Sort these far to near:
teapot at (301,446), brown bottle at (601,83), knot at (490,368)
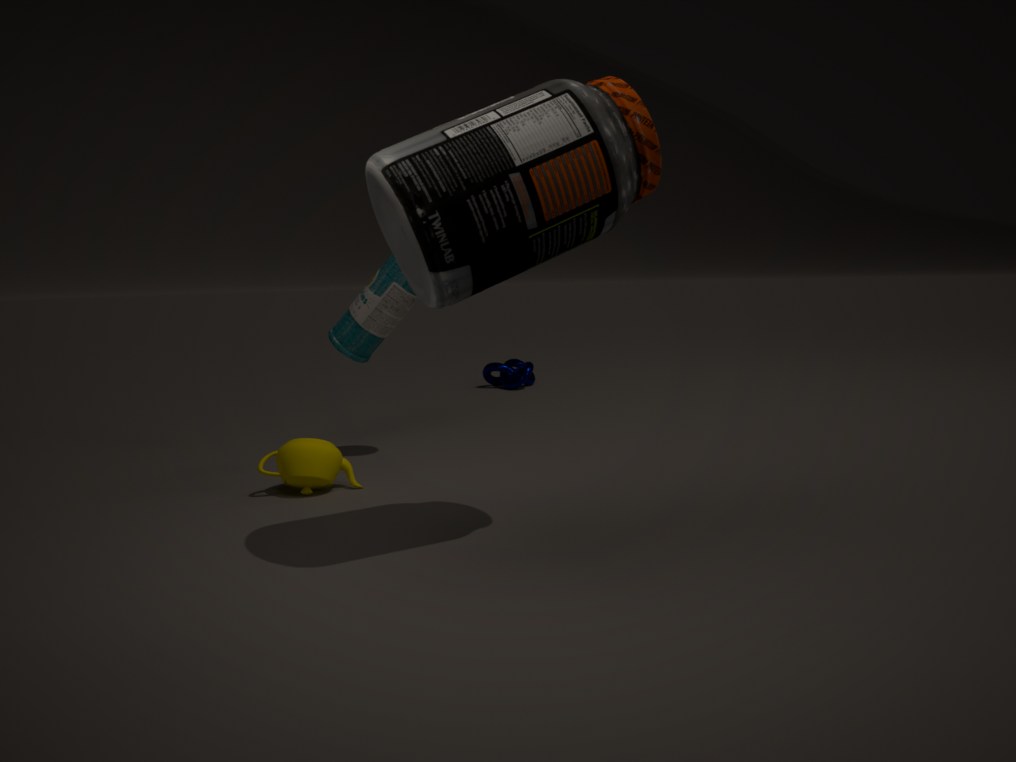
knot at (490,368) < teapot at (301,446) < brown bottle at (601,83)
